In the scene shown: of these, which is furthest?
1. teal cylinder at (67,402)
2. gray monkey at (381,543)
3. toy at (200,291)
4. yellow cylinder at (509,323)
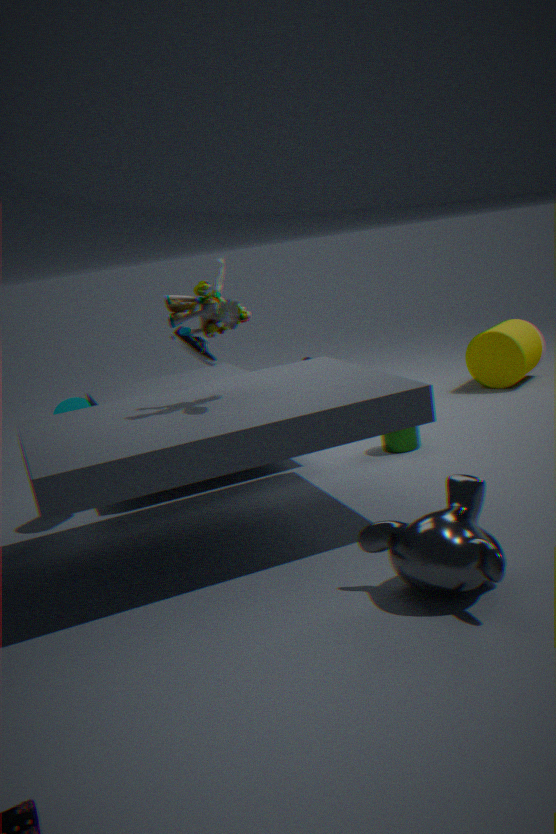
yellow cylinder at (509,323)
